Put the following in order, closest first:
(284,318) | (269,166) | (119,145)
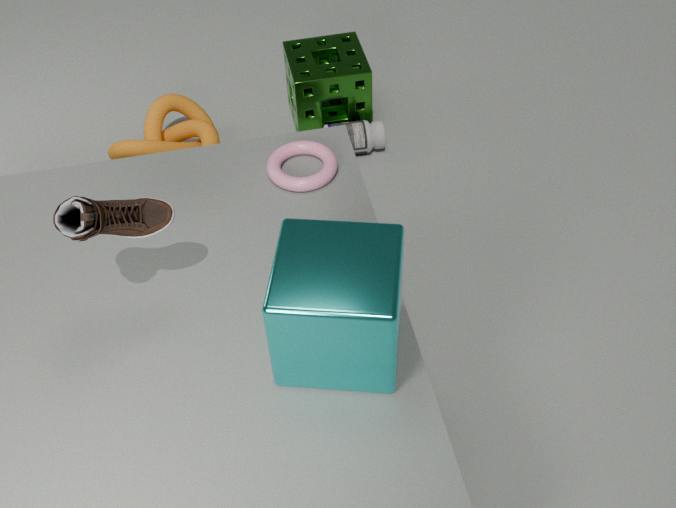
(284,318), (269,166), (119,145)
